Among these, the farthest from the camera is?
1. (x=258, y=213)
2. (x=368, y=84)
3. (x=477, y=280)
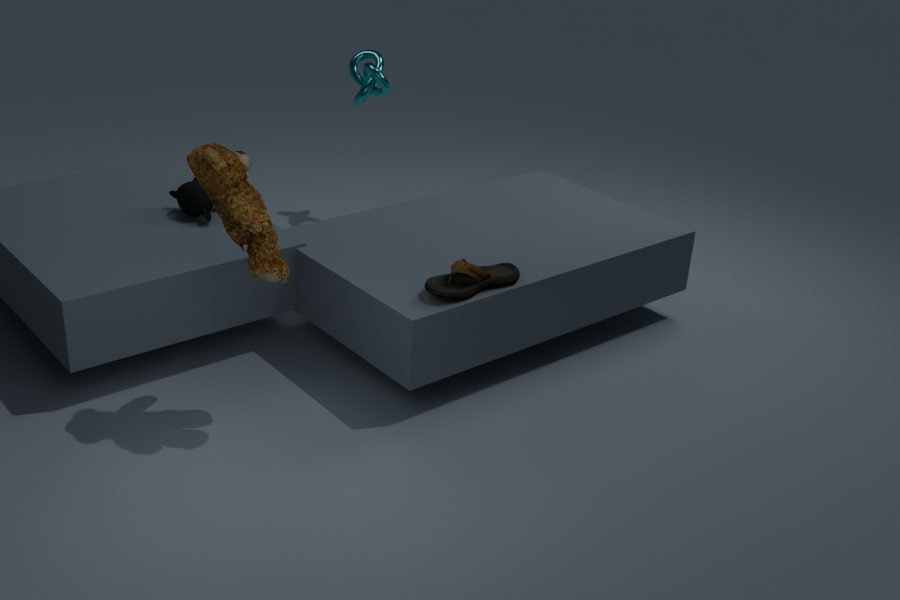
(x=368, y=84)
